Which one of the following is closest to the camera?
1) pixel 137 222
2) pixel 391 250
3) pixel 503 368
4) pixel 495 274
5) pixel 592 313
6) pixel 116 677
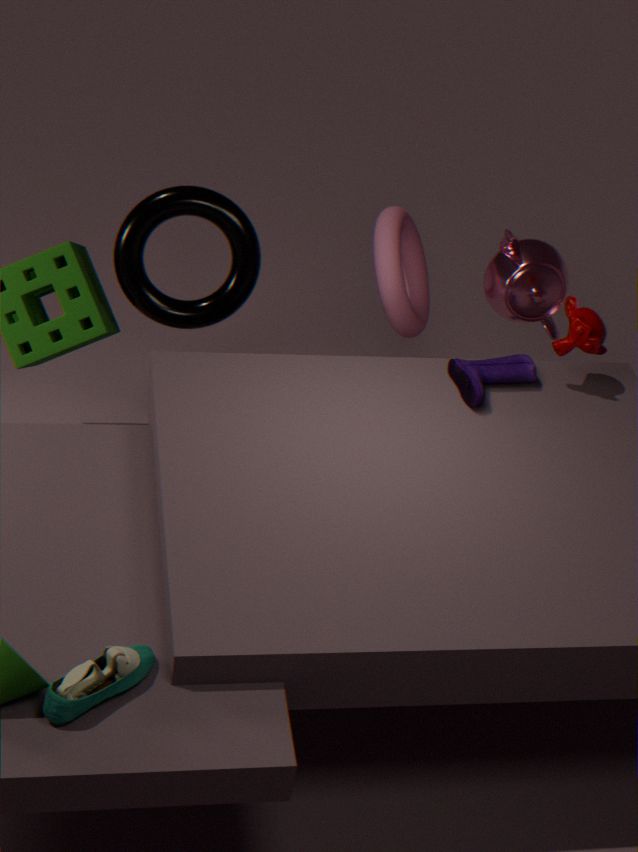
6. pixel 116 677
